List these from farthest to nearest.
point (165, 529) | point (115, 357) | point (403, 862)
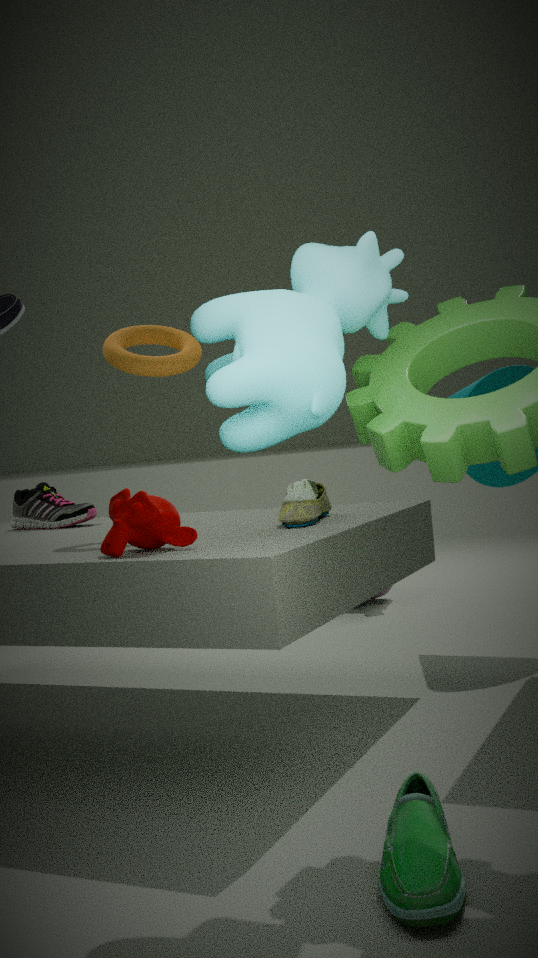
point (115, 357) < point (165, 529) < point (403, 862)
